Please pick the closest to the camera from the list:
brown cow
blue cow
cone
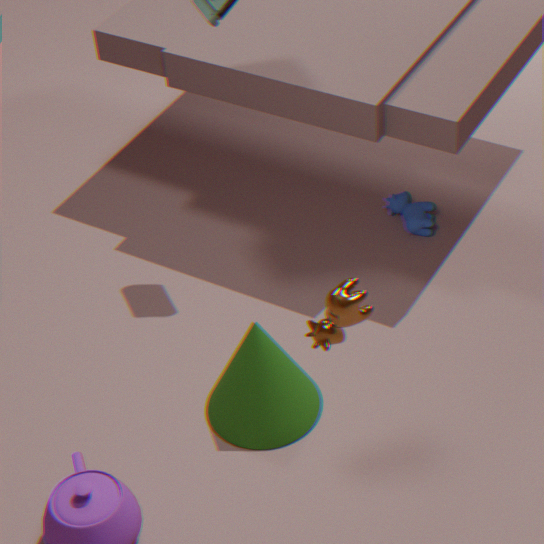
brown cow
